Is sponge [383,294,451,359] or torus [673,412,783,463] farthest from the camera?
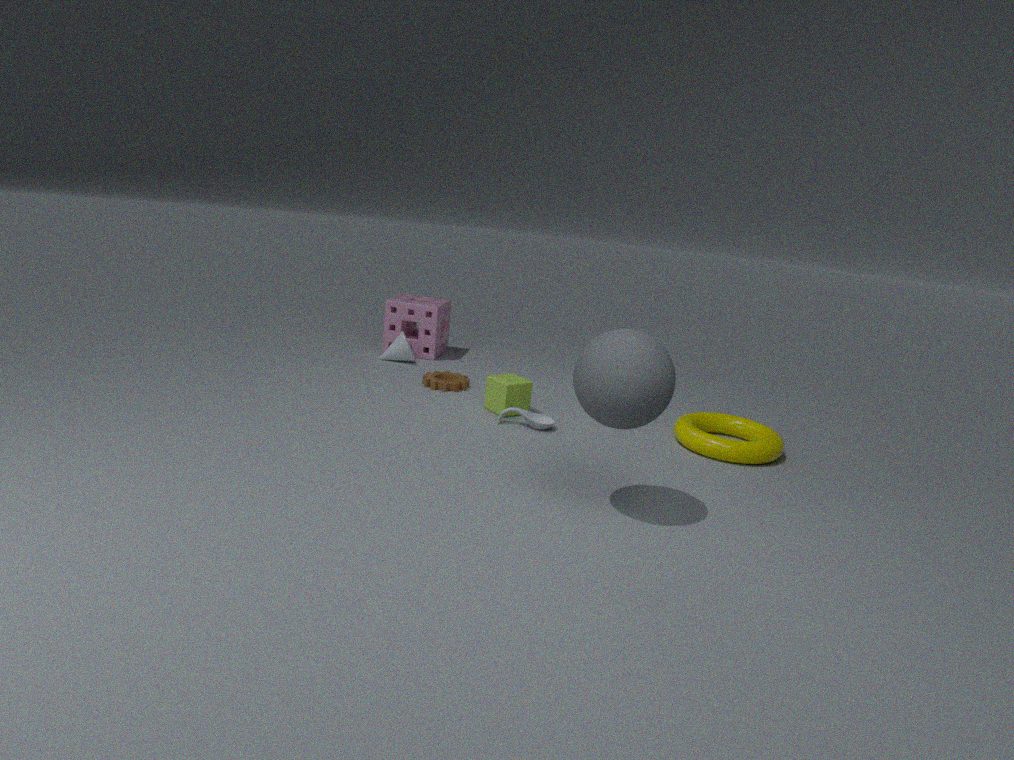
sponge [383,294,451,359]
